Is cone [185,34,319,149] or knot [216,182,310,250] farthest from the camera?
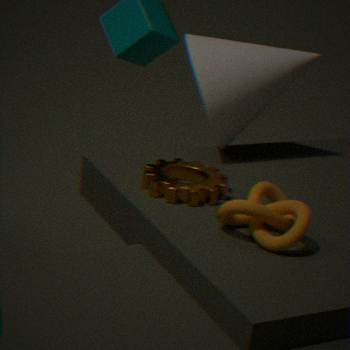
cone [185,34,319,149]
